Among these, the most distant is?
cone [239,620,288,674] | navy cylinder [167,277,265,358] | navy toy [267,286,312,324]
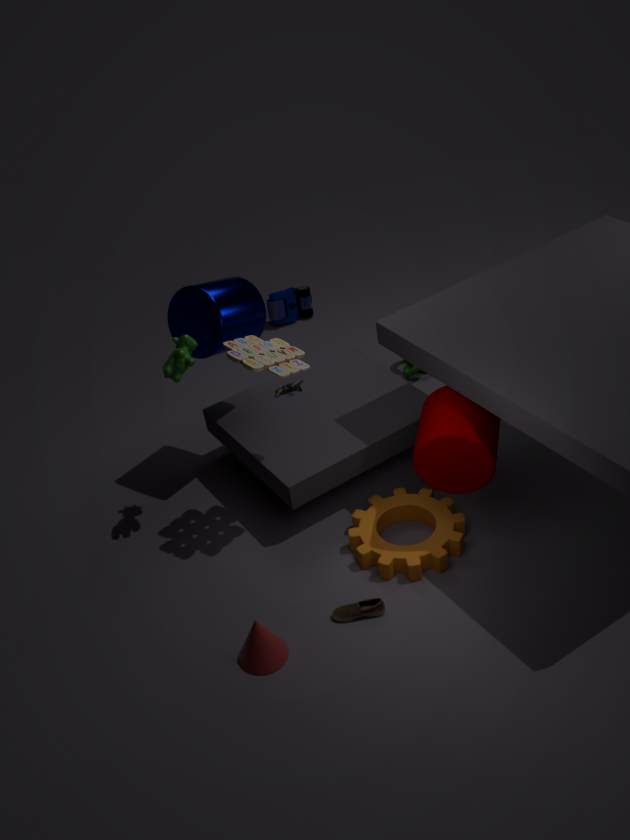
navy toy [267,286,312,324]
